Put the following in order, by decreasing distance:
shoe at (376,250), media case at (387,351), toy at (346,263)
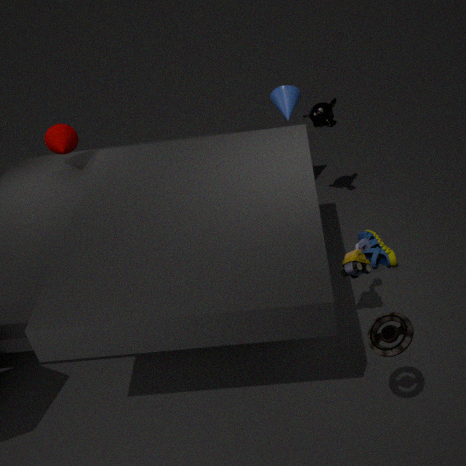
1. shoe at (376,250)
2. toy at (346,263)
3. media case at (387,351)
